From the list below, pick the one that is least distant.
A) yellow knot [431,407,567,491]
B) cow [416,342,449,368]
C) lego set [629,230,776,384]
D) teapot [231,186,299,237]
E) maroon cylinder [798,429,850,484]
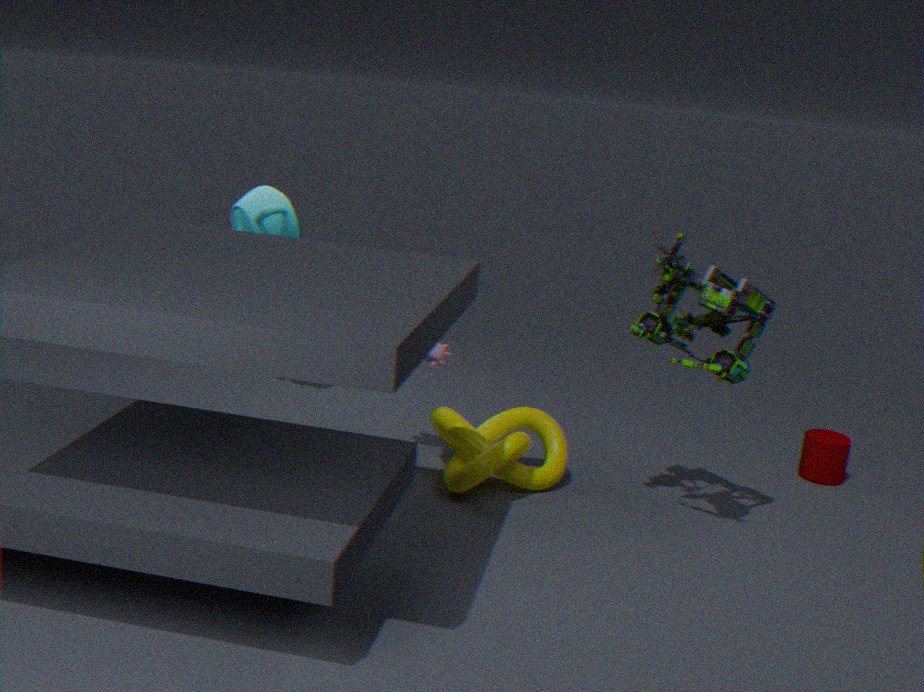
lego set [629,230,776,384]
